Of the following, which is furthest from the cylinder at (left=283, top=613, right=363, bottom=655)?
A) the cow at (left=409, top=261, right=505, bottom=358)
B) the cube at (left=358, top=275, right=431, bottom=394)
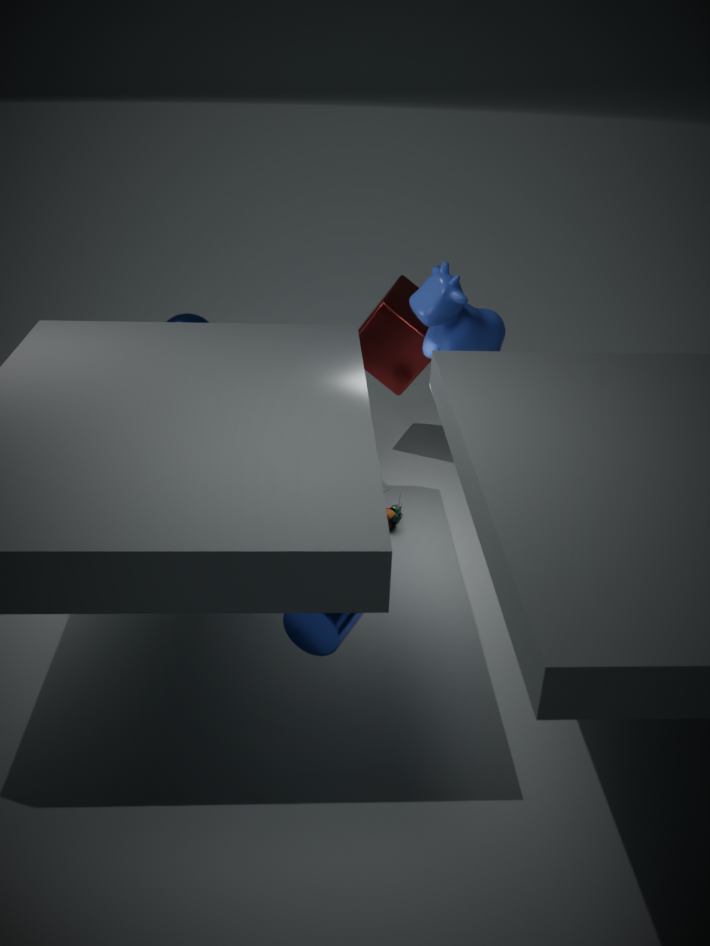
the cube at (left=358, top=275, right=431, bottom=394)
